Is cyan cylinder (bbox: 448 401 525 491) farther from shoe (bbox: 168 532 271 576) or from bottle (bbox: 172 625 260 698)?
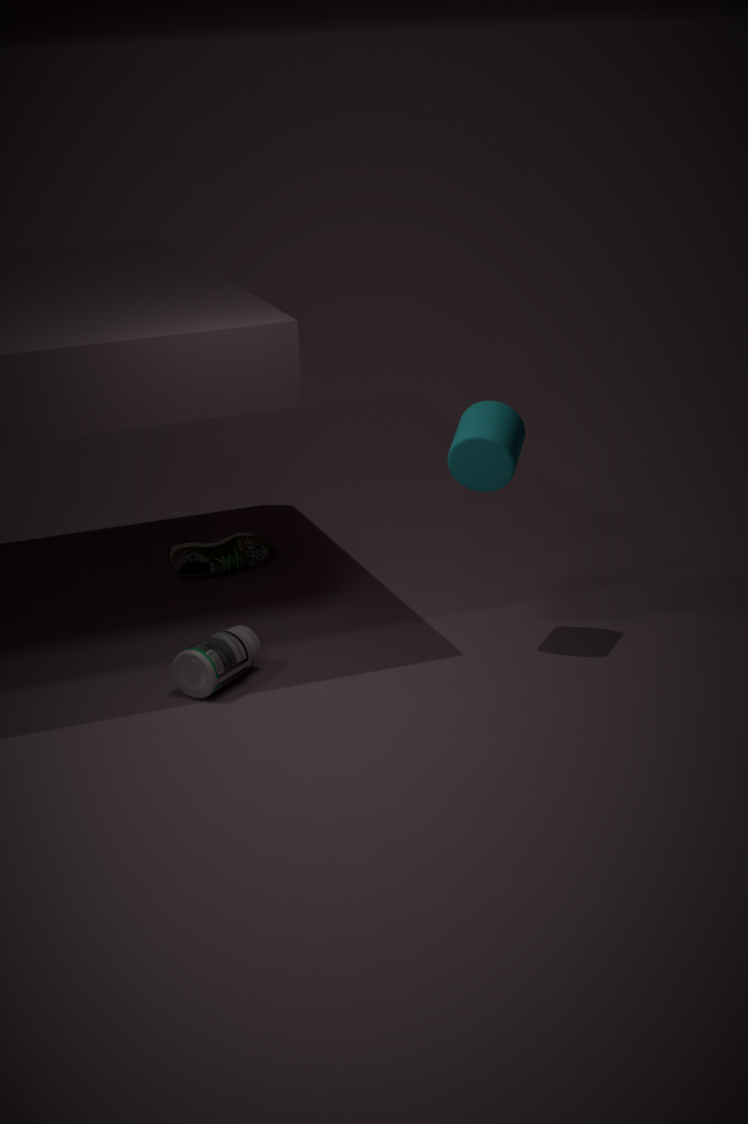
shoe (bbox: 168 532 271 576)
